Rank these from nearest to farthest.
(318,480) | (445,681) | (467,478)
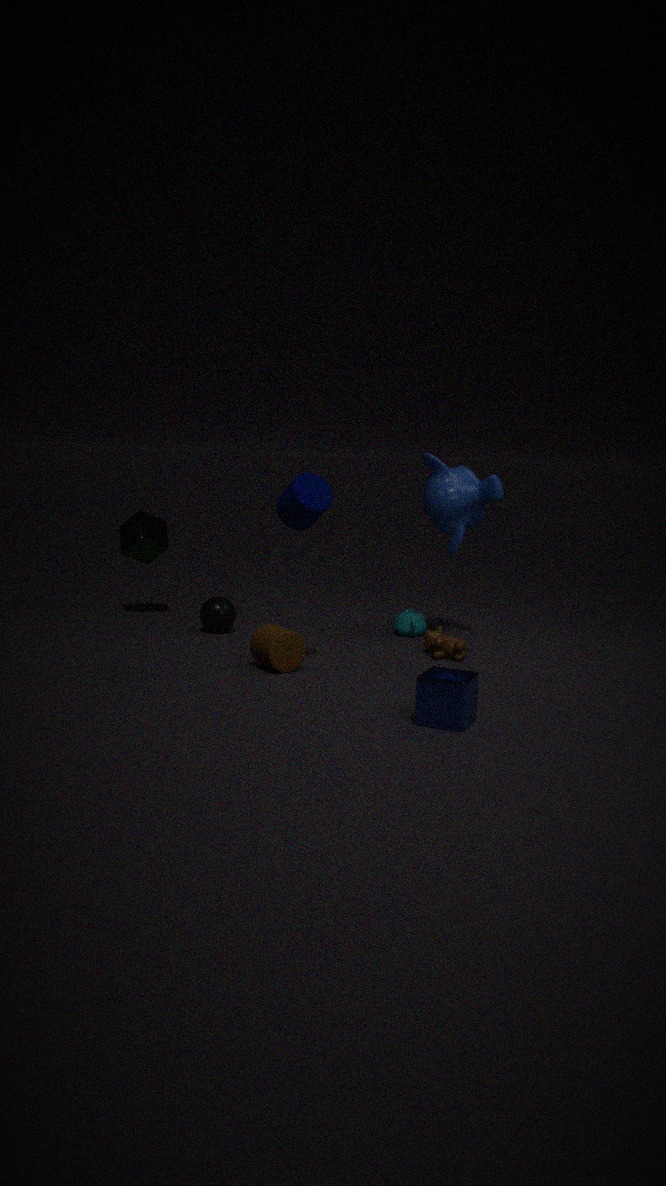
(445,681)
(318,480)
(467,478)
